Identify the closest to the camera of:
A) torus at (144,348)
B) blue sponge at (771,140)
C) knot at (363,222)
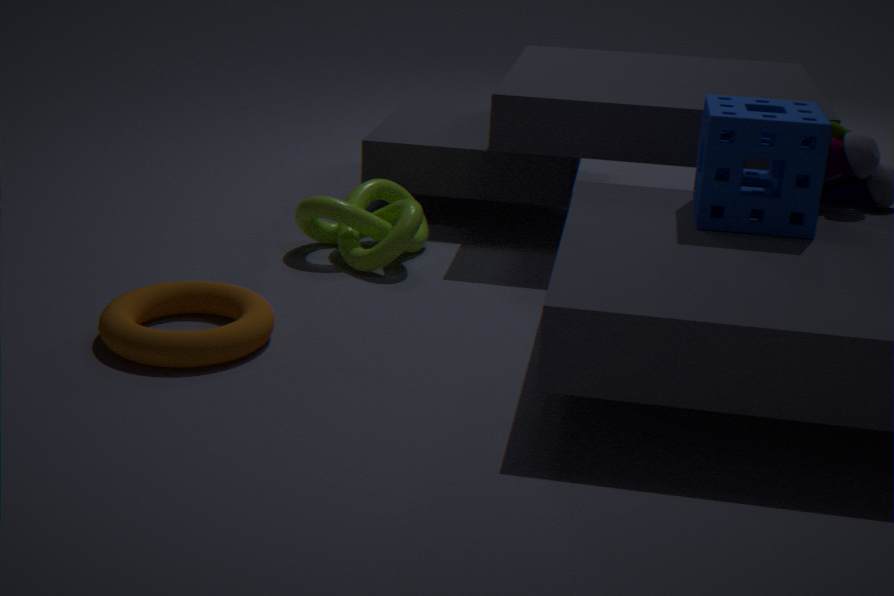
torus at (144,348)
